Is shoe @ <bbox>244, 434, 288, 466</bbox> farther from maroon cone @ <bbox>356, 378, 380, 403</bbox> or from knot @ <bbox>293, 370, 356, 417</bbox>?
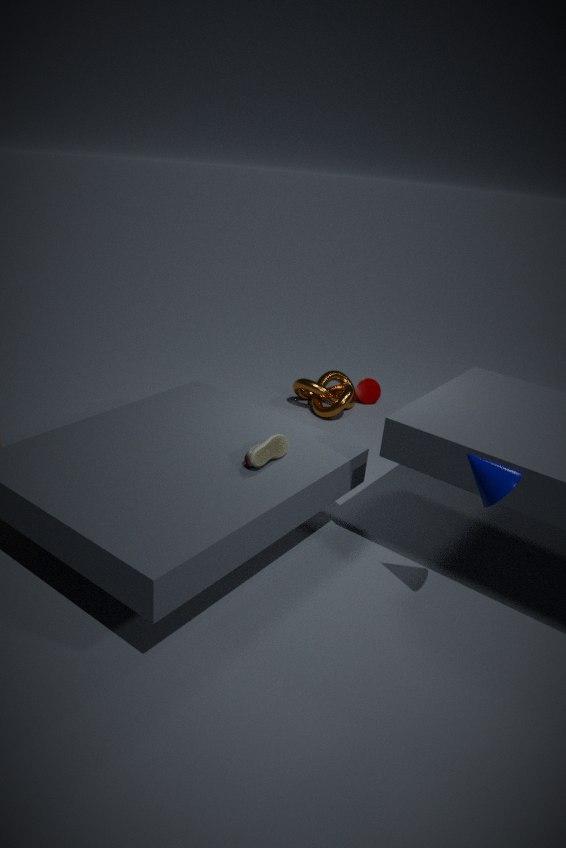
maroon cone @ <bbox>356, 378, 380, 403</bbox>
